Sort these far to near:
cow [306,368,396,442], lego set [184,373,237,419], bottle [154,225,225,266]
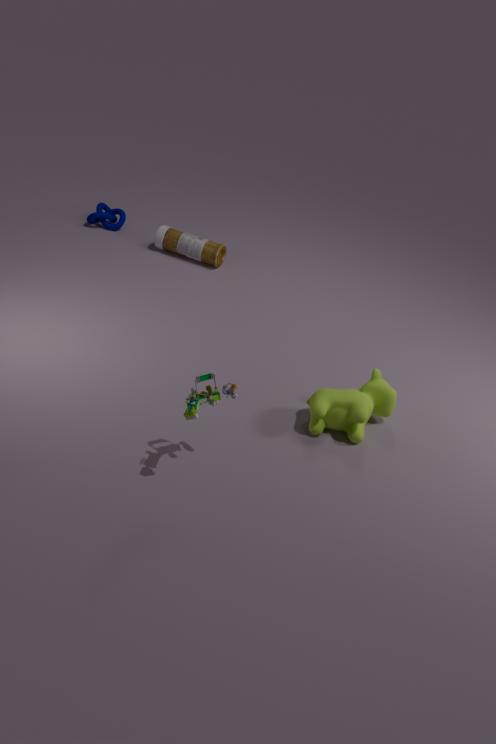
bottle [154,225,225,266], cow [306,368,396,442], lego set [184,373,237,419]
